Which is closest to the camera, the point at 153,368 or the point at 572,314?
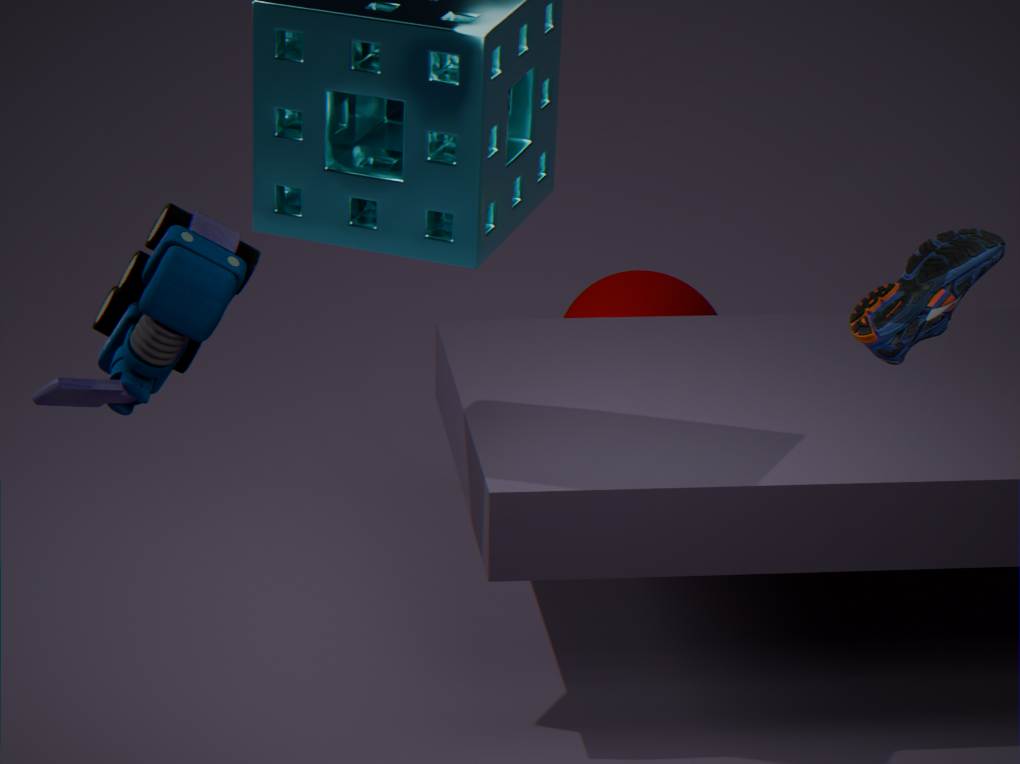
the point at 153,368
